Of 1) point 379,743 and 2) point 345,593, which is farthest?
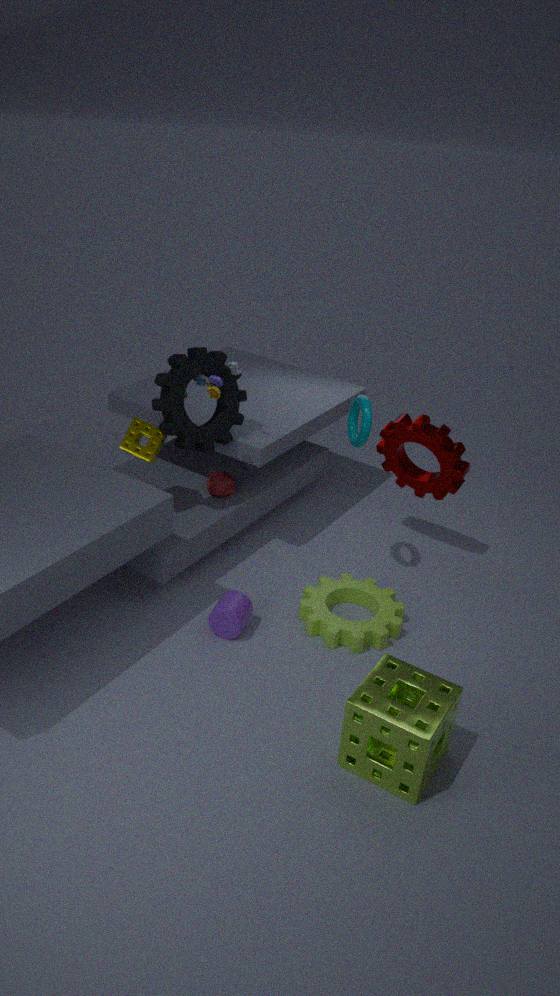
2. point 345,593
